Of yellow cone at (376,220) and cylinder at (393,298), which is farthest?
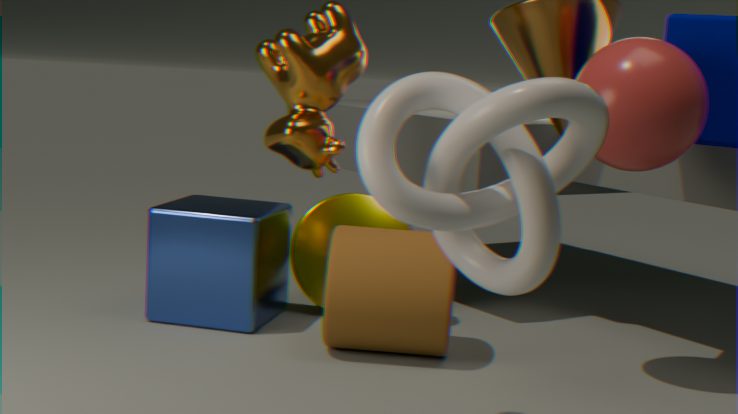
yellow cone at (376,220)
